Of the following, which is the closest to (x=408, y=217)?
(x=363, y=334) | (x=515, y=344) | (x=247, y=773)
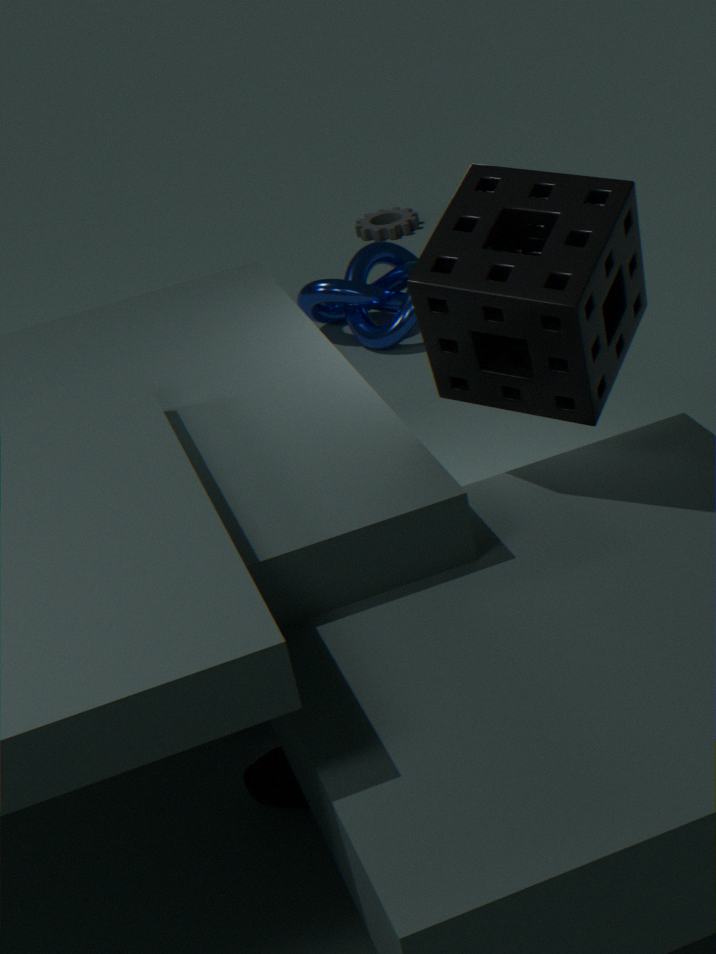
(x=363, y=334)
